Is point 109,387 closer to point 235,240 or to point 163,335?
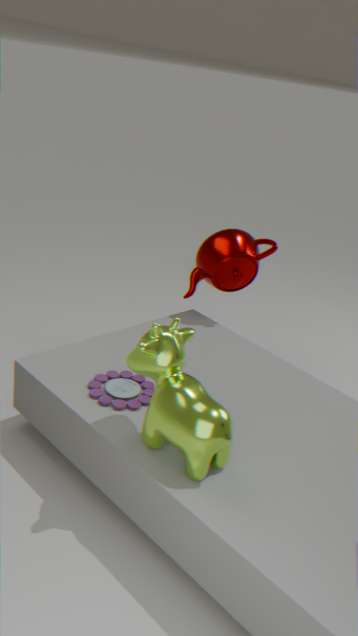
point 163,335
